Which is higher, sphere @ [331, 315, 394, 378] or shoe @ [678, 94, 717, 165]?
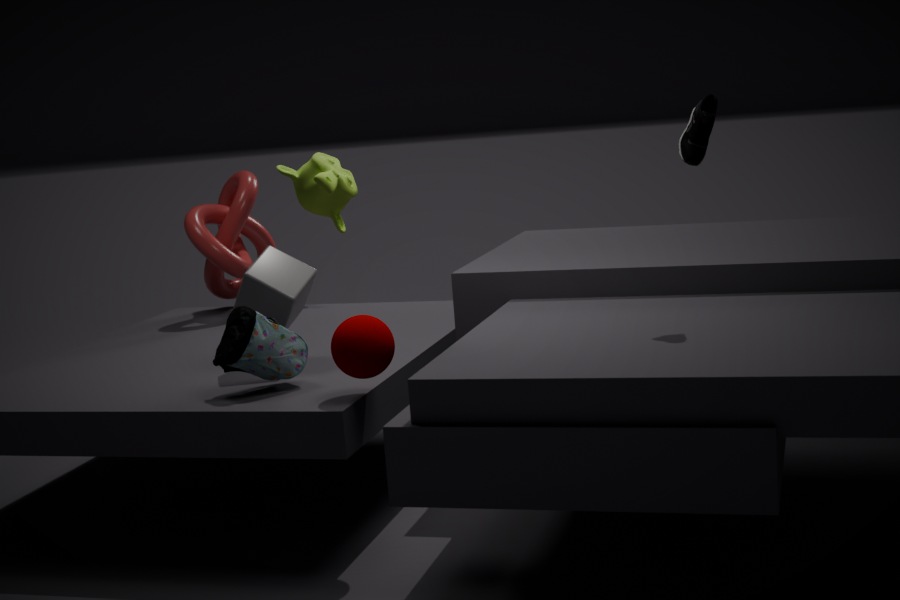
shoe @ [678, 94, 717, 165]
